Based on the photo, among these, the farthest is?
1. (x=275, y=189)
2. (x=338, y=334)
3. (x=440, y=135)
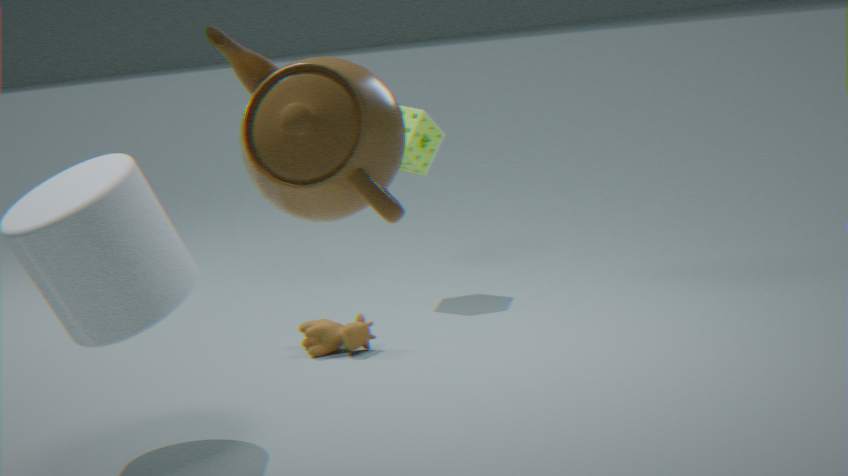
(x=440, y=135)
